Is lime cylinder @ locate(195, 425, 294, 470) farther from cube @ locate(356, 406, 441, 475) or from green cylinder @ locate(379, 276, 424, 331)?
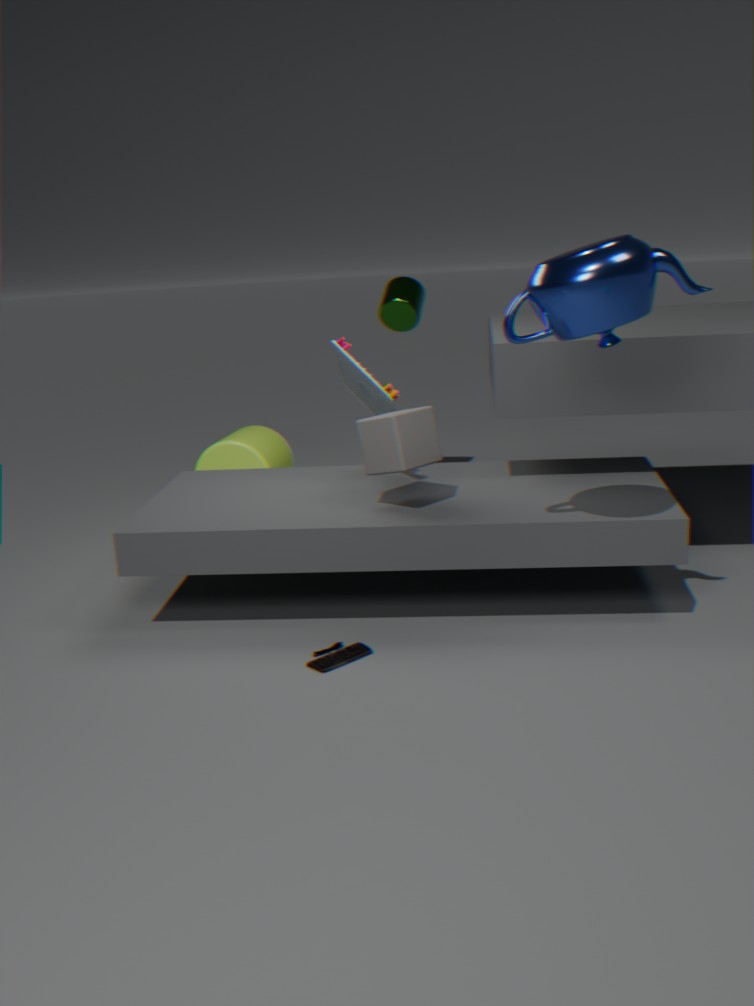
cube @ locate(356, 406, 441, 475)
